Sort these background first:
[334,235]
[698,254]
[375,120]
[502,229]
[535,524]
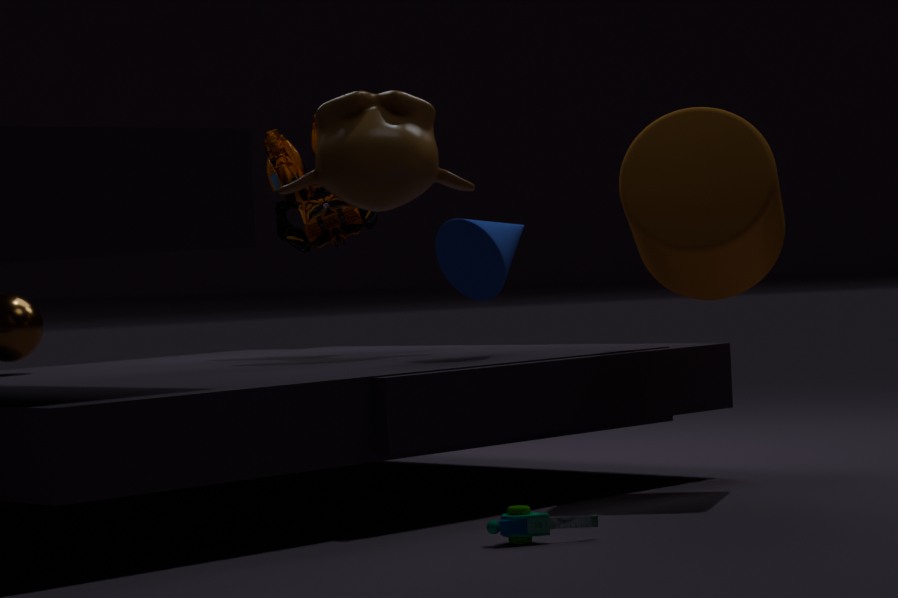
[334,235], [375,120], [502,229], [698,254], [535,524]
